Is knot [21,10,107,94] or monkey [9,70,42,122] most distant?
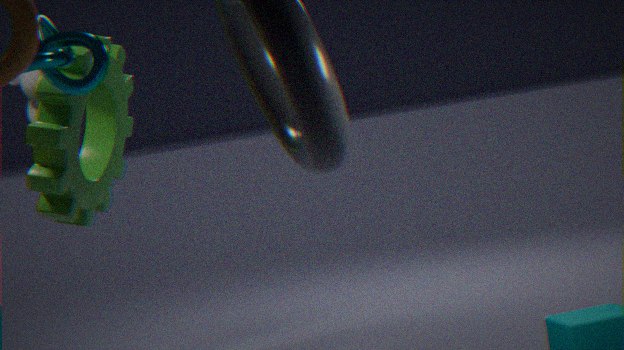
monkey [9,70,42,122]
